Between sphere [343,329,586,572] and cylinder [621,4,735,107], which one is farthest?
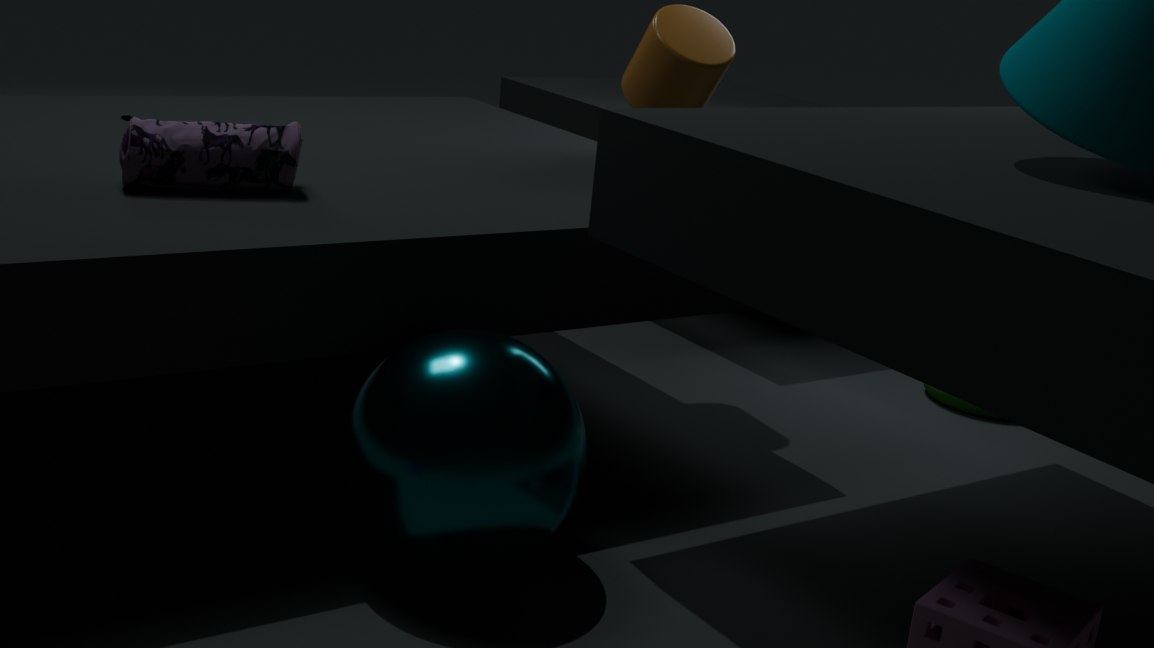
cylinder [621,4,735,107]
